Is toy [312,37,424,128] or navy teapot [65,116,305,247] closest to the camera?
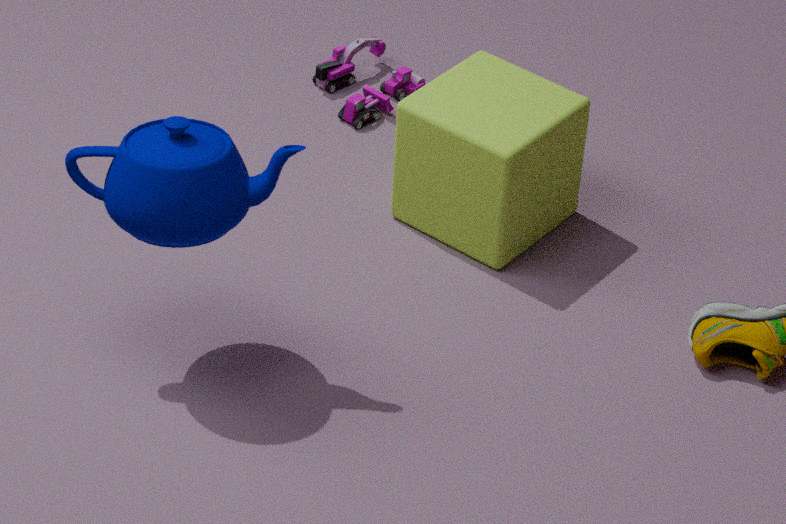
navy teapot [65,116,305,247]
